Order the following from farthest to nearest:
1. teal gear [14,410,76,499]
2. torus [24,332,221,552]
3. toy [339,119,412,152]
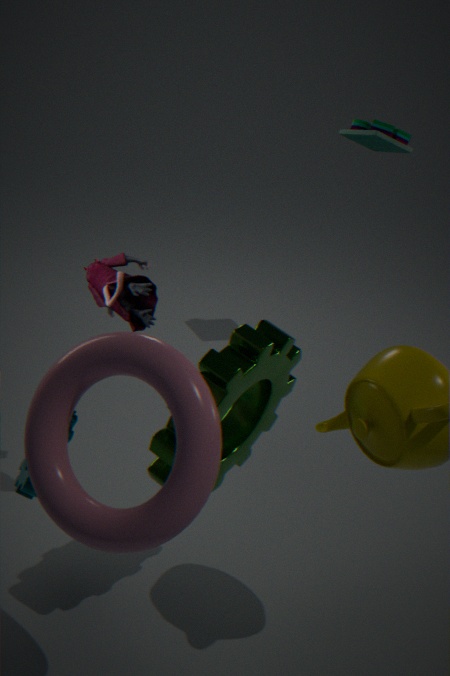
toy [339,119,412,152], teal gear [14,410,76,499], torus [24,332,221,552]
